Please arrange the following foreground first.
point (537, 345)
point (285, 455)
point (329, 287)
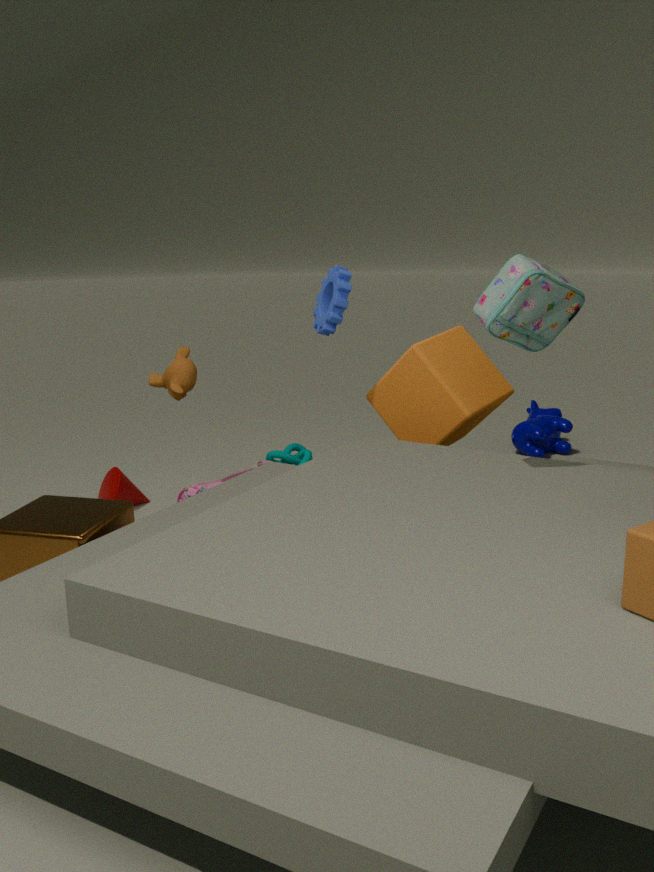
point (537, 345), point (329, 287), point (285, 455)
